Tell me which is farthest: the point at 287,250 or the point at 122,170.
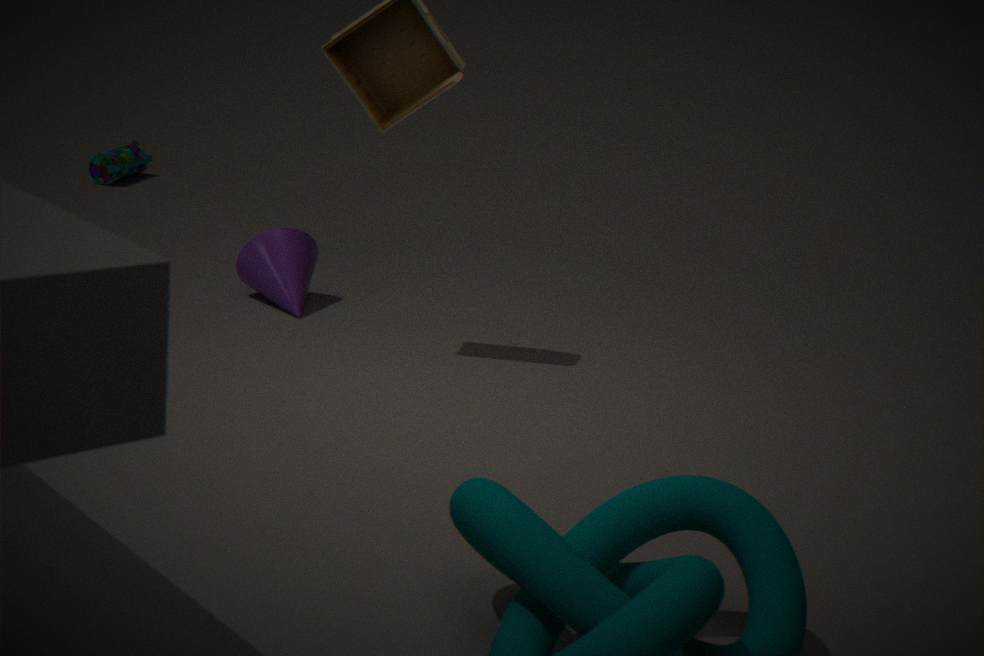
the point at 122,170
